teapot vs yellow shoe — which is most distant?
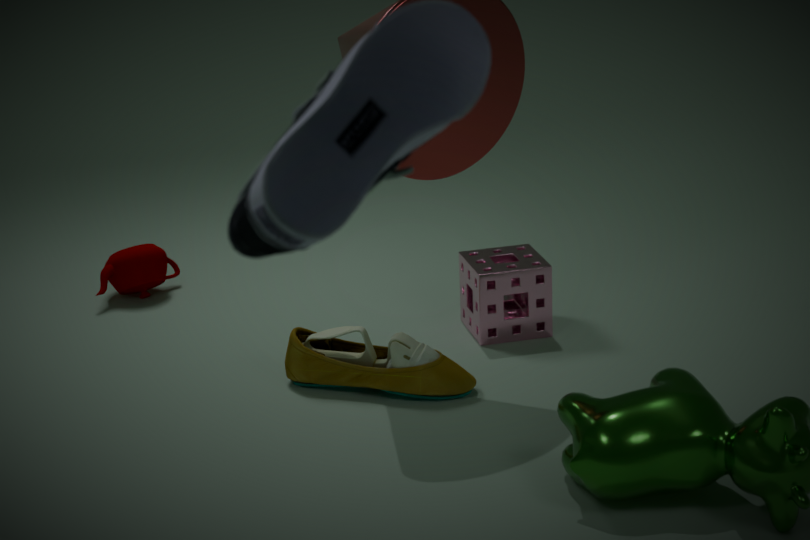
teapot
